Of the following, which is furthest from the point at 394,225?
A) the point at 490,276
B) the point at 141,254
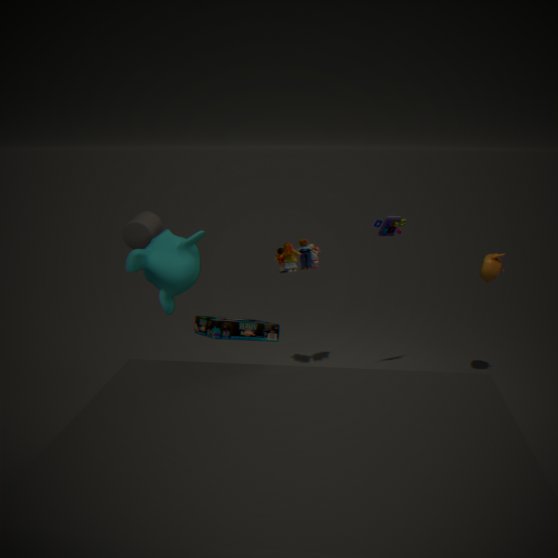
the point at 141,254
